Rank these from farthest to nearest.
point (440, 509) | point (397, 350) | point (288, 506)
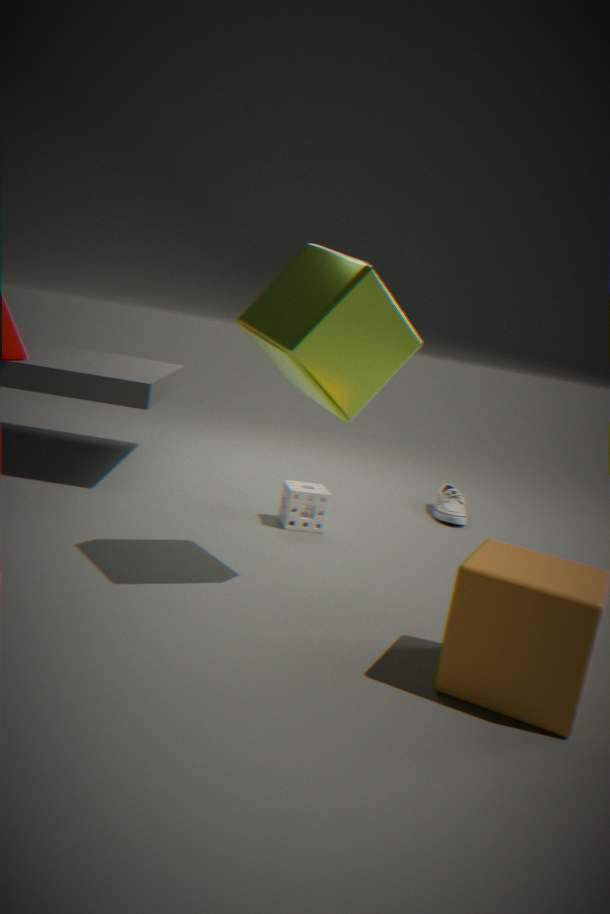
1. point (440, 509)
2. point (288, 506)
3. point (397, 350)
